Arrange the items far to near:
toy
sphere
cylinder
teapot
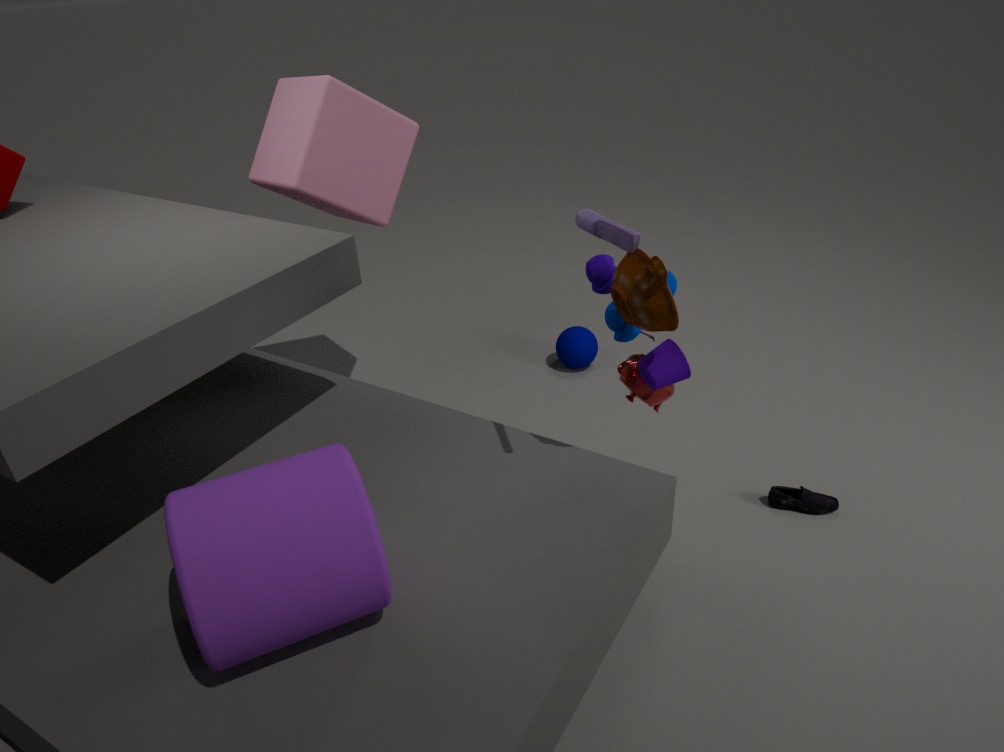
1. sphere
2. teapot
3. toy
4. cylinder
